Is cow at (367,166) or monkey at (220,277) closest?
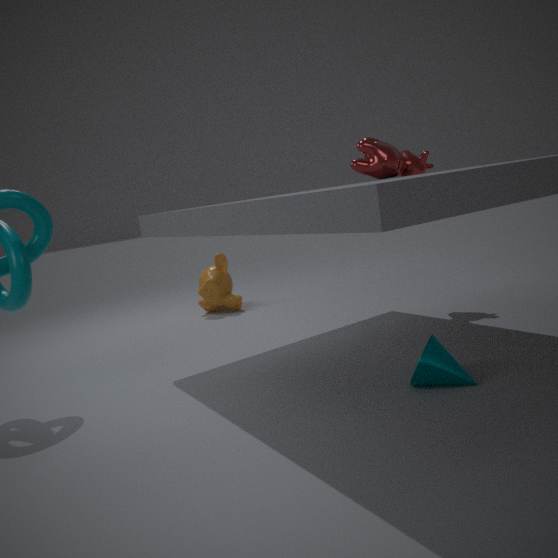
cow at (367,166)
